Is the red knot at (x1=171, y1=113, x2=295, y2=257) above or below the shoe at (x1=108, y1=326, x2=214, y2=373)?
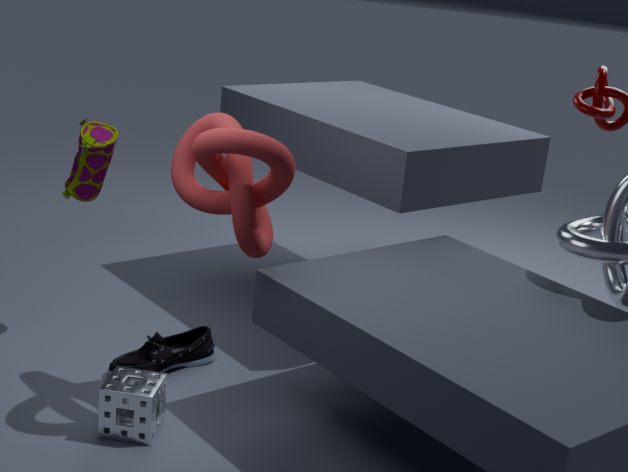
above
